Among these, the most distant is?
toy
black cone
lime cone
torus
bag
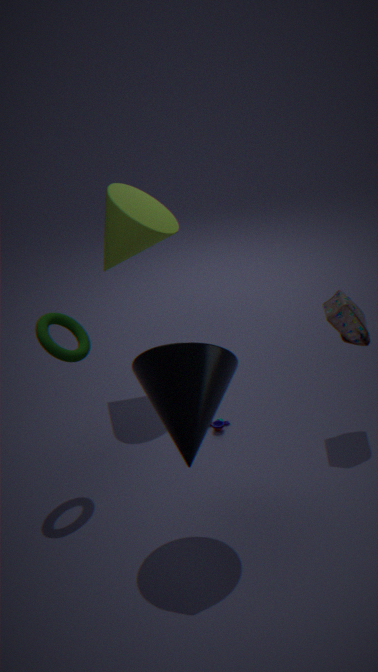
toy
